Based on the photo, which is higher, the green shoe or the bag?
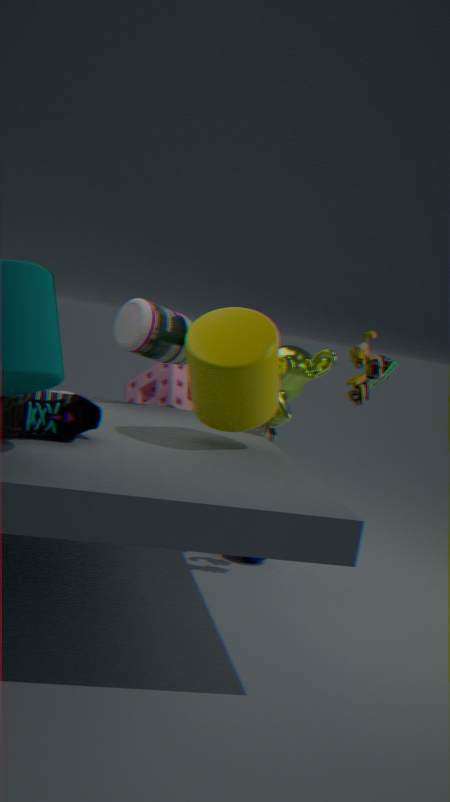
the green shoe
